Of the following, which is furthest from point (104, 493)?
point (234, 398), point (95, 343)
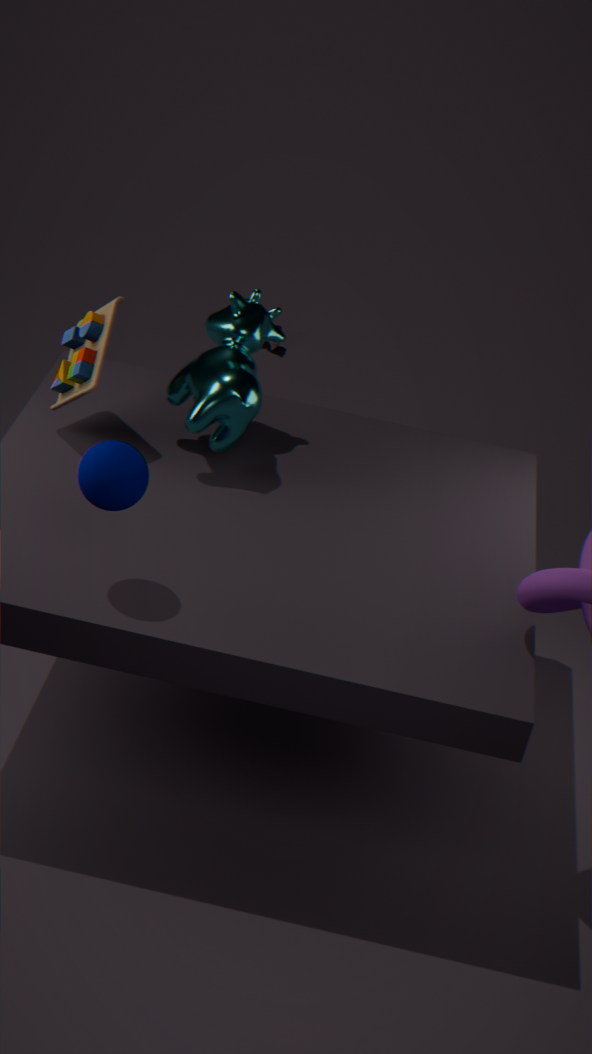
point (234, 398)
